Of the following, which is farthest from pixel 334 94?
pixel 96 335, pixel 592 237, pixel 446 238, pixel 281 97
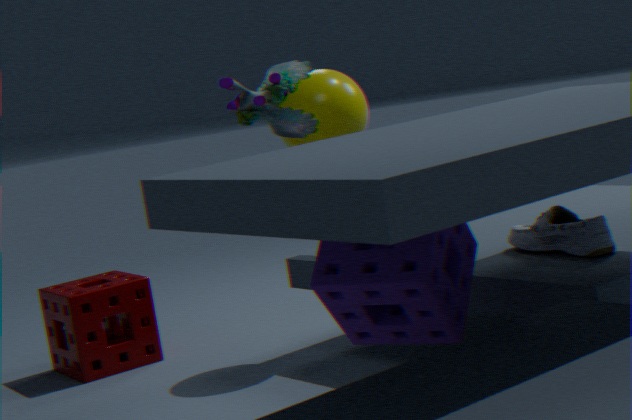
pixel 96 335
